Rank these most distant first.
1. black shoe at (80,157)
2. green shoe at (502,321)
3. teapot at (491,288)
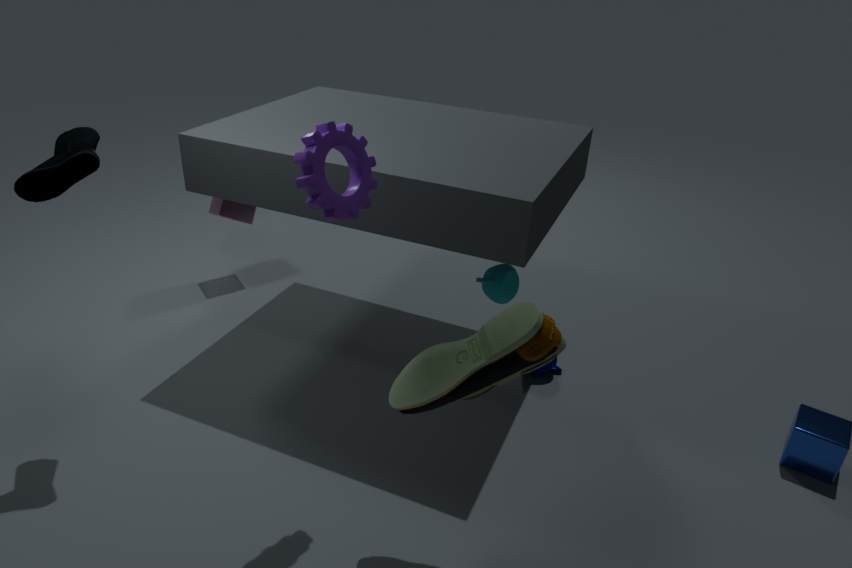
teapot at (491,288), black shoe at (80,157), green shoe at (502,321)
